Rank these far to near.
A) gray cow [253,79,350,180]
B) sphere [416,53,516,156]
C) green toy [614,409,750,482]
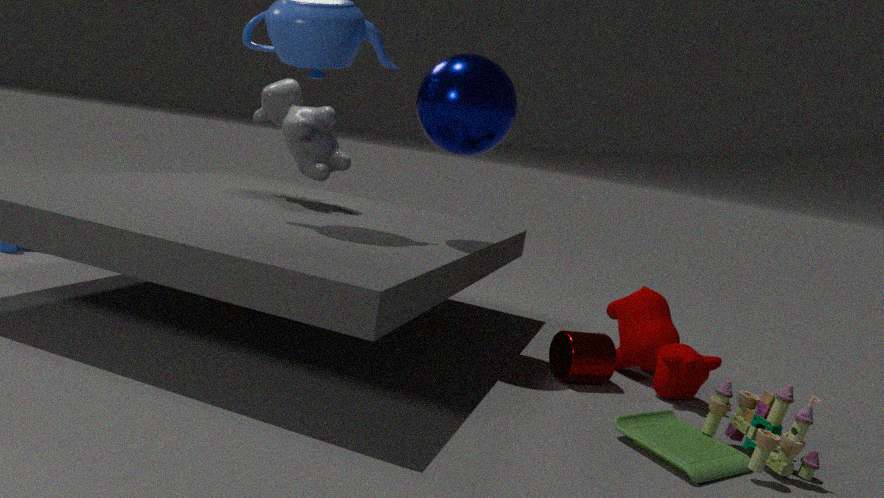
gray cow [253,79,350,180] → sphere [416,53,516,156] → green toy [614,409,750,482]
